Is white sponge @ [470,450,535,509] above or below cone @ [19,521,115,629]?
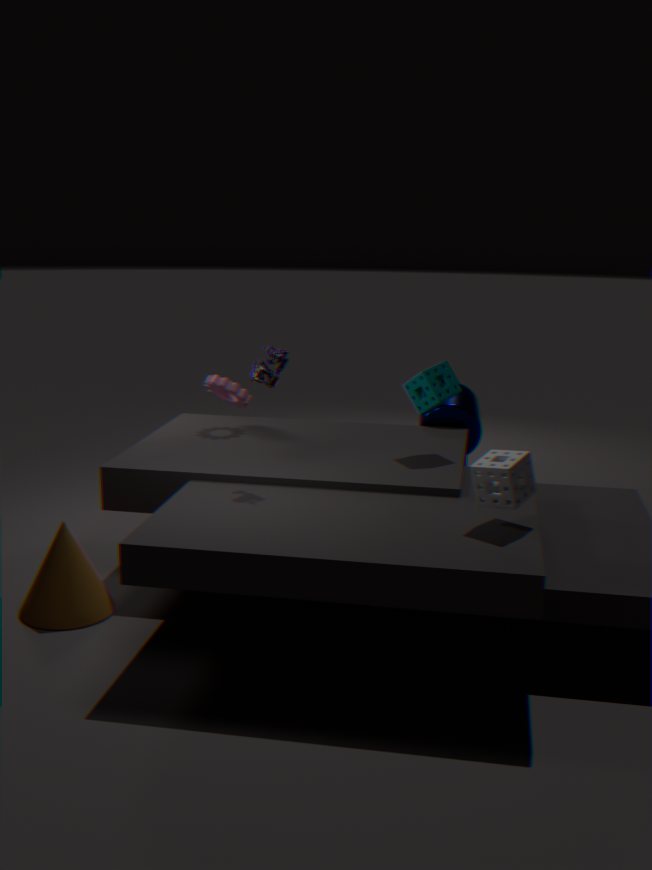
above
